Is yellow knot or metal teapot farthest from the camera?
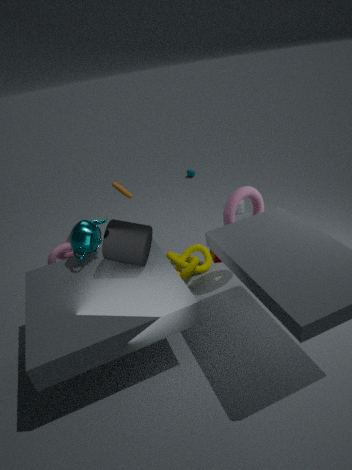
yellow knot
